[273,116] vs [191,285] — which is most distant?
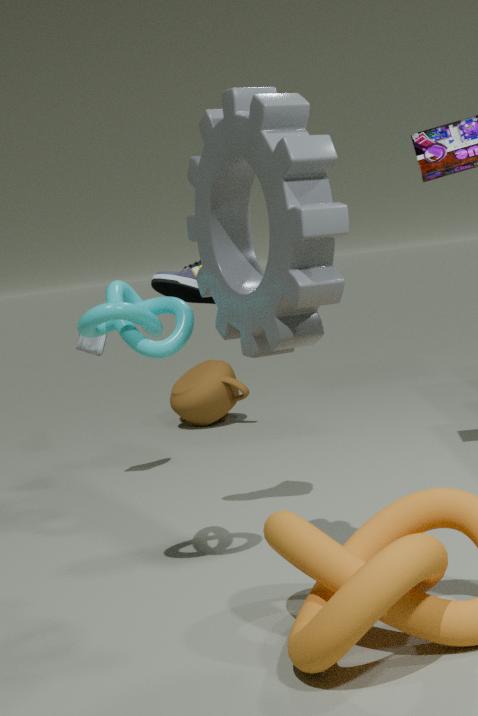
[191,285]
